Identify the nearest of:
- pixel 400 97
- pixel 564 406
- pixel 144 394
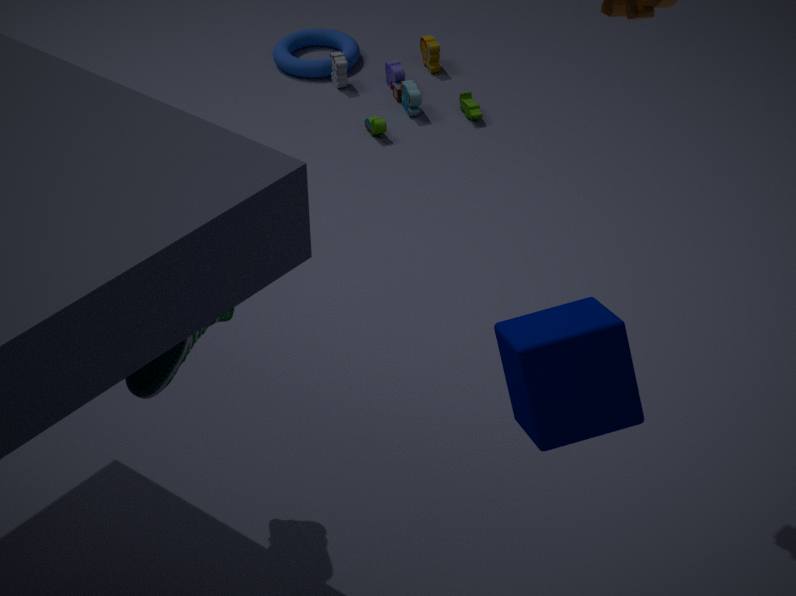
pixel 564 406
